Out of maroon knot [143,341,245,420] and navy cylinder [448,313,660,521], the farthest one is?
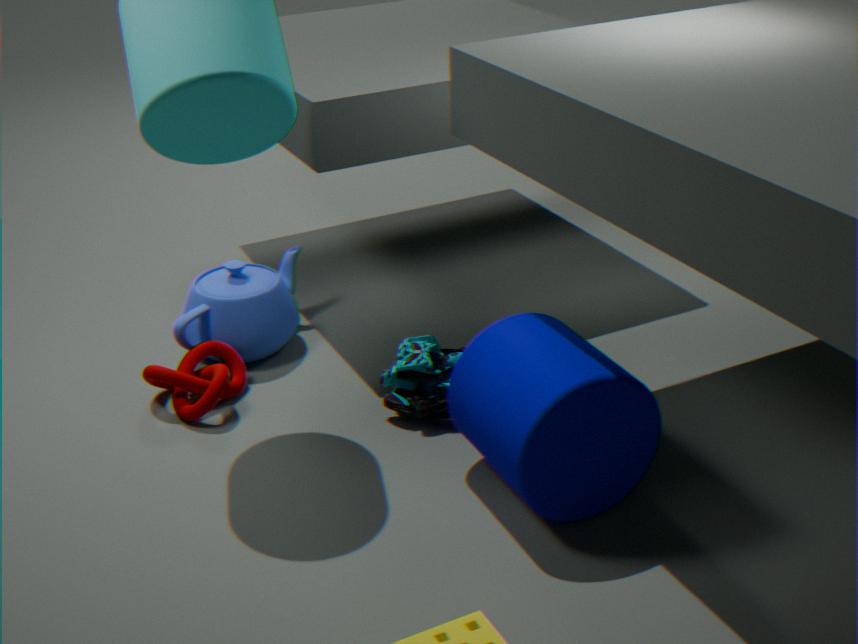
maroon knot [143,341,245,420]
